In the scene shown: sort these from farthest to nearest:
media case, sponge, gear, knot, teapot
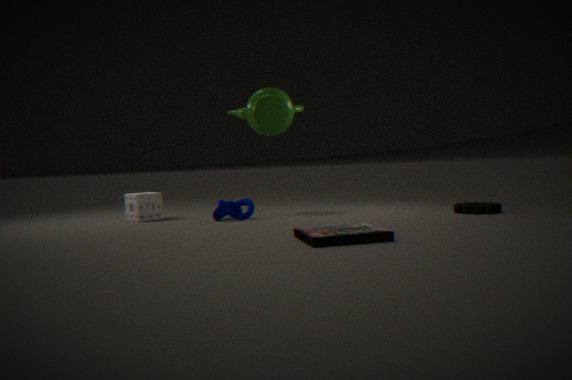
teapot < sponge < knot < gear < media case
